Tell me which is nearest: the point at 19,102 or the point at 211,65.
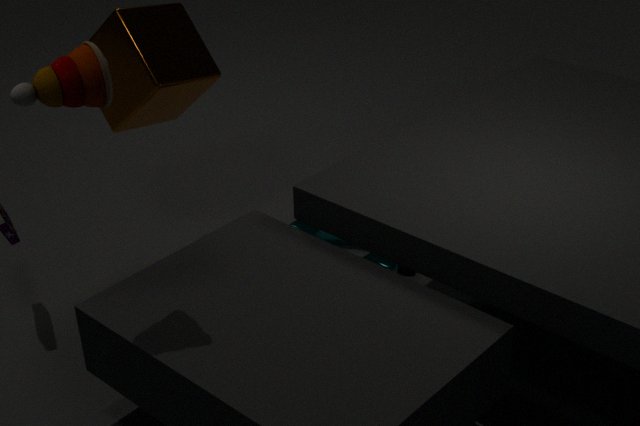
the point at 19,102
